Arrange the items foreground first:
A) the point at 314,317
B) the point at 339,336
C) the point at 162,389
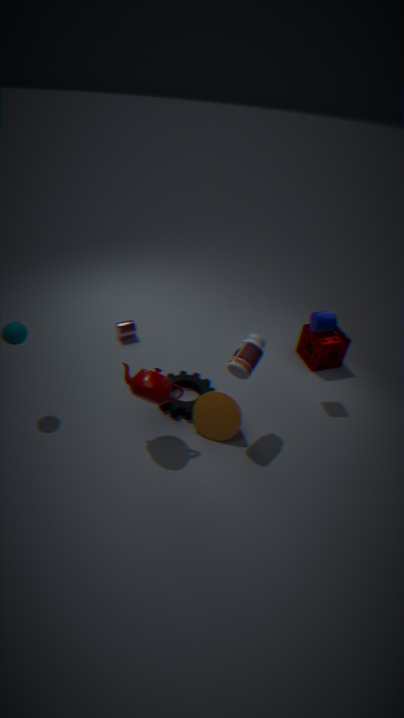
the point at 162,389, the point at 314,317, the point at 339,336
